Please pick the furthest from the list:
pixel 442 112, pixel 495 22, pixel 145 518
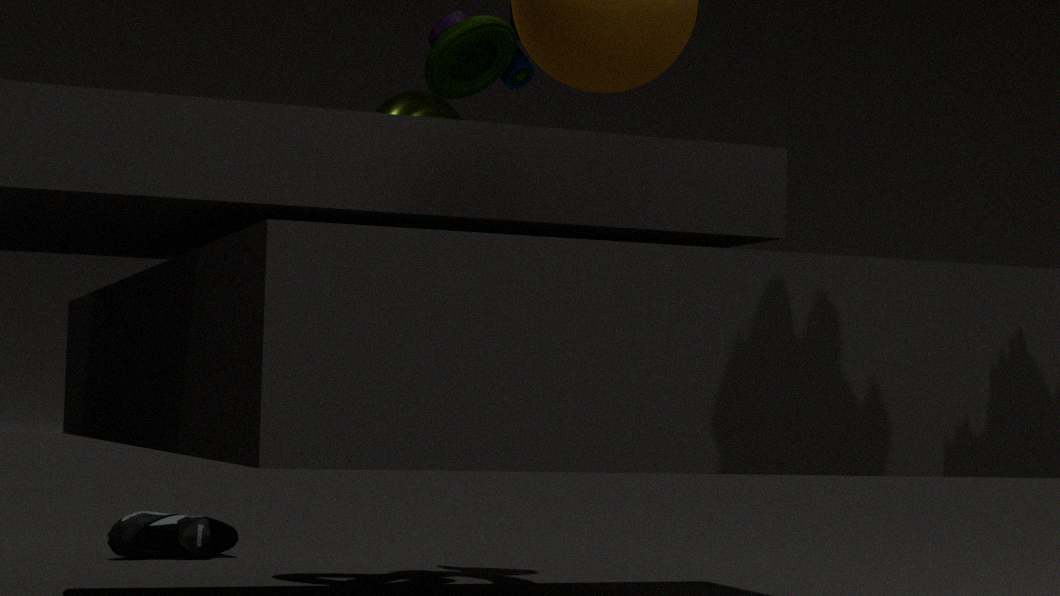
pixel 145 518
